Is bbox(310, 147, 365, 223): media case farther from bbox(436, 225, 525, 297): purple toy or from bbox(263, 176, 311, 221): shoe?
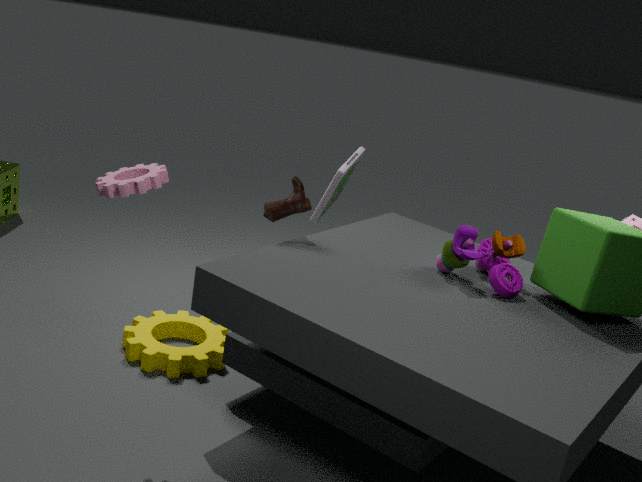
bbox(436, 225, 525, 297): purple toy
